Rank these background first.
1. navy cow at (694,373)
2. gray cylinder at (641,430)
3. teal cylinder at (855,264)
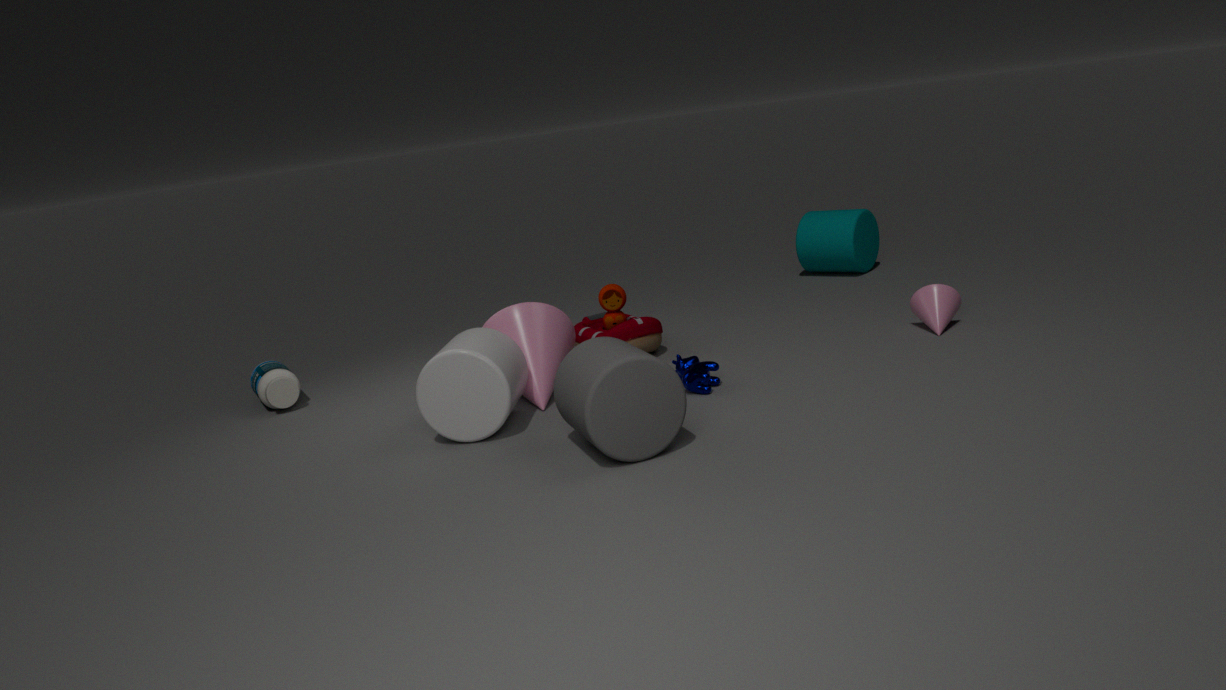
teal cylinder at (855,264) < navy cow at (694,373) < gray cylinder at (641,430)
